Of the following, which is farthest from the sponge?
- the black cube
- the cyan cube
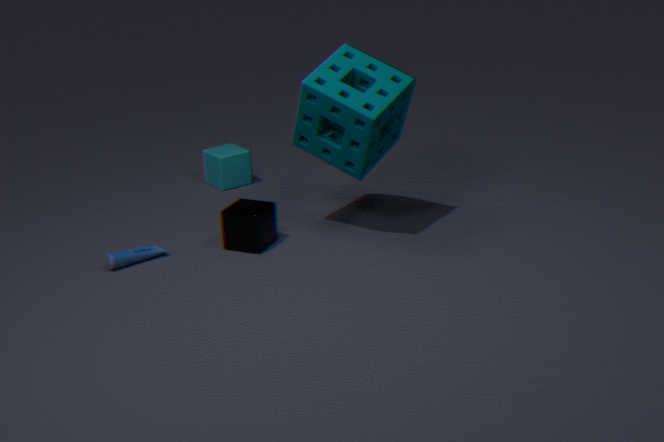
the cyan cube
